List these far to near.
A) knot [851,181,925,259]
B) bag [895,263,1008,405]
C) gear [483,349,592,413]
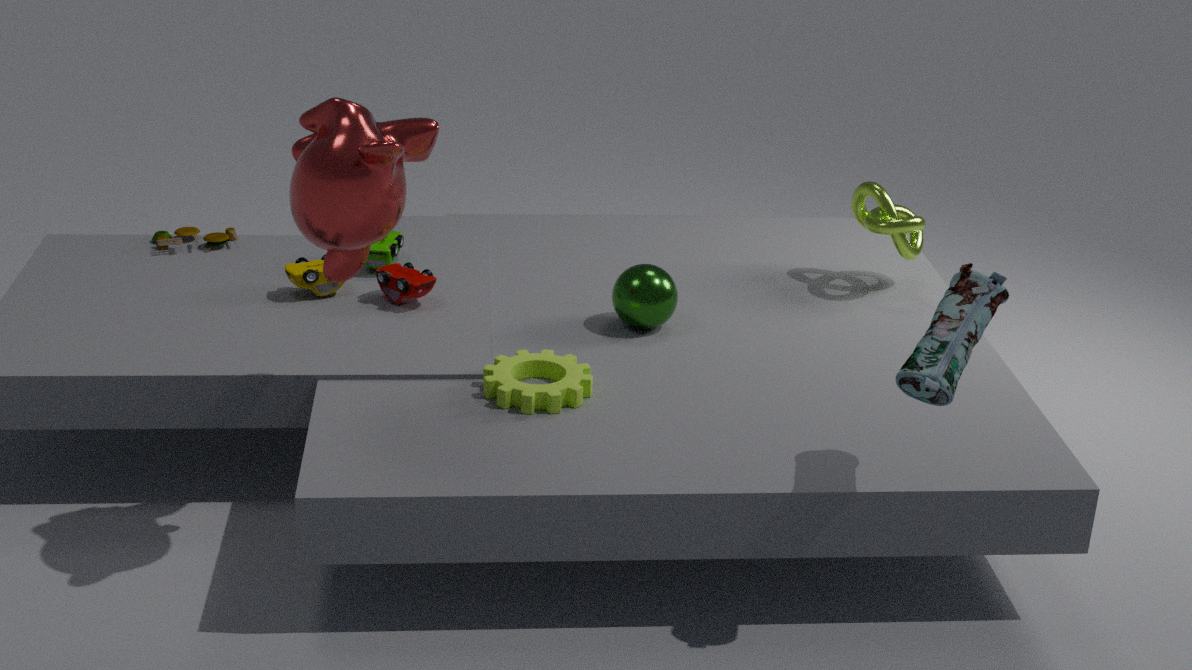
knot [851,181,925,259], gear [483,349,592,413], bag [895,263,1008,405]
